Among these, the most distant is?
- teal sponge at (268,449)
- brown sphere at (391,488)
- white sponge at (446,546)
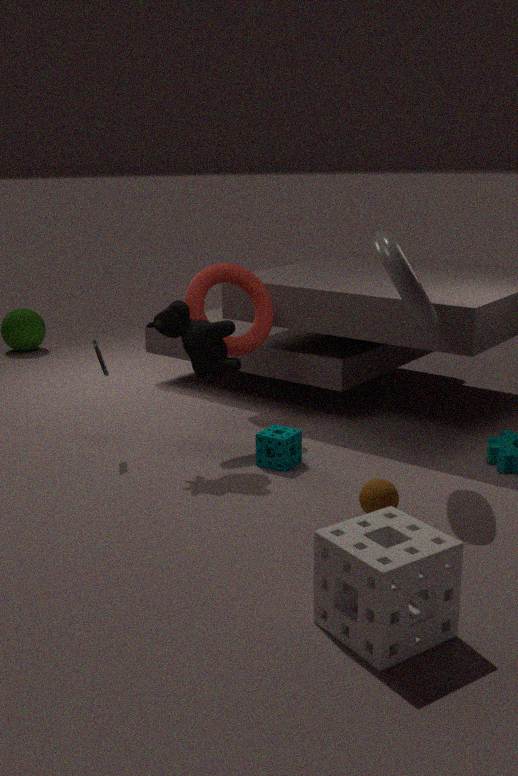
teal sponge at (268,449)
